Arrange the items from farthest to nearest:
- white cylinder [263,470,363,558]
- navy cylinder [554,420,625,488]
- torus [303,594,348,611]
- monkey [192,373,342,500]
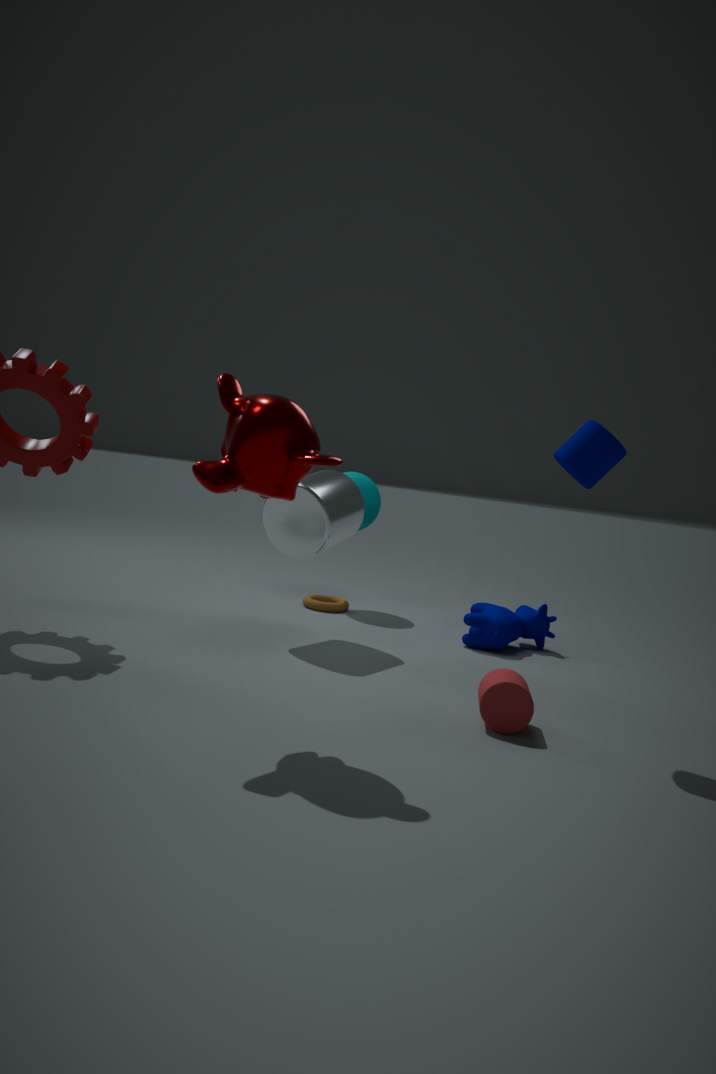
torus [303,594,348,611]
white cylinder [263,470,363,558]
navy cylinder [554,420,625,488]
monkey [192,373,342,500]
